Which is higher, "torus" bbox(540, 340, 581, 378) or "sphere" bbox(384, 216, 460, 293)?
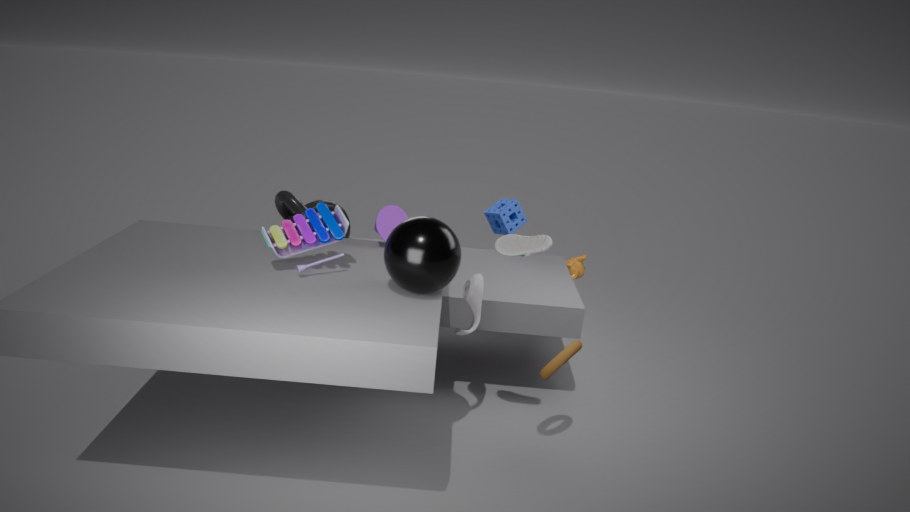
"sphere" bbox(384, 216, 460, 293)
